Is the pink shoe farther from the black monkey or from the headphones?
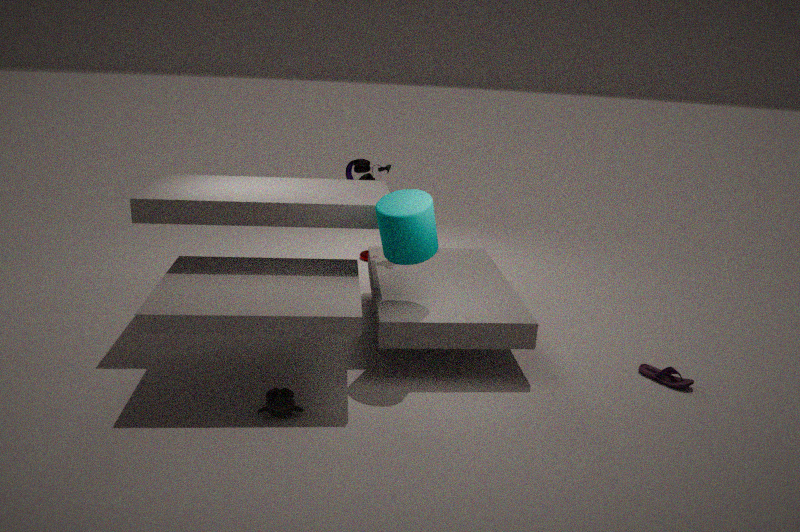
the headphones
